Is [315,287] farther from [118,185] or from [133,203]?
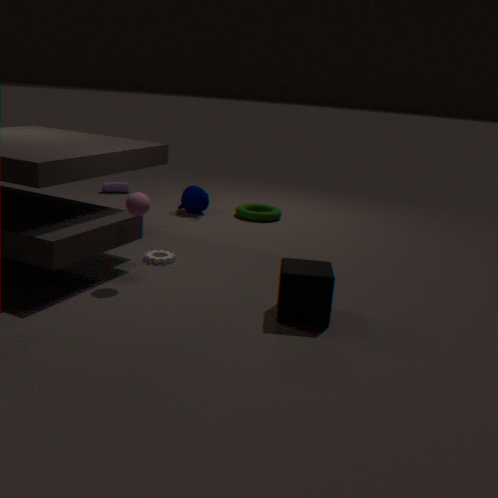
[118,185]
